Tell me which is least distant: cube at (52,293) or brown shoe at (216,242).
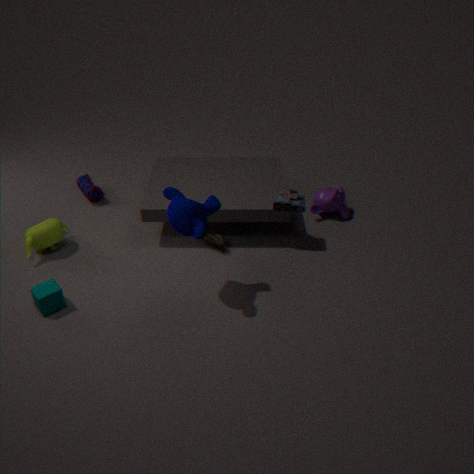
cube at (52,293)
